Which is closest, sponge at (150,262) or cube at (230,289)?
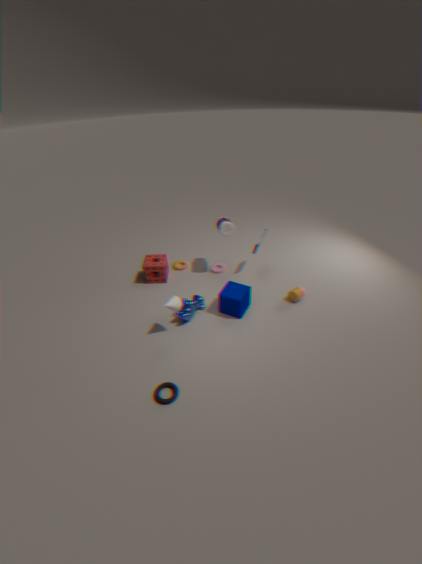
cube at (230,289)
